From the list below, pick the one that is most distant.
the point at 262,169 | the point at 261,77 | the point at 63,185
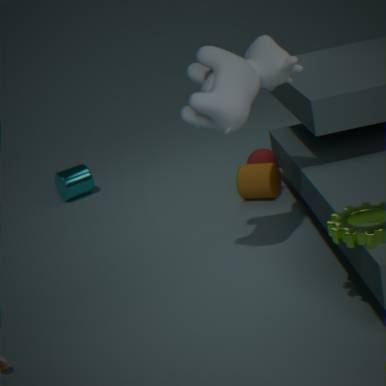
the point at 63,185
